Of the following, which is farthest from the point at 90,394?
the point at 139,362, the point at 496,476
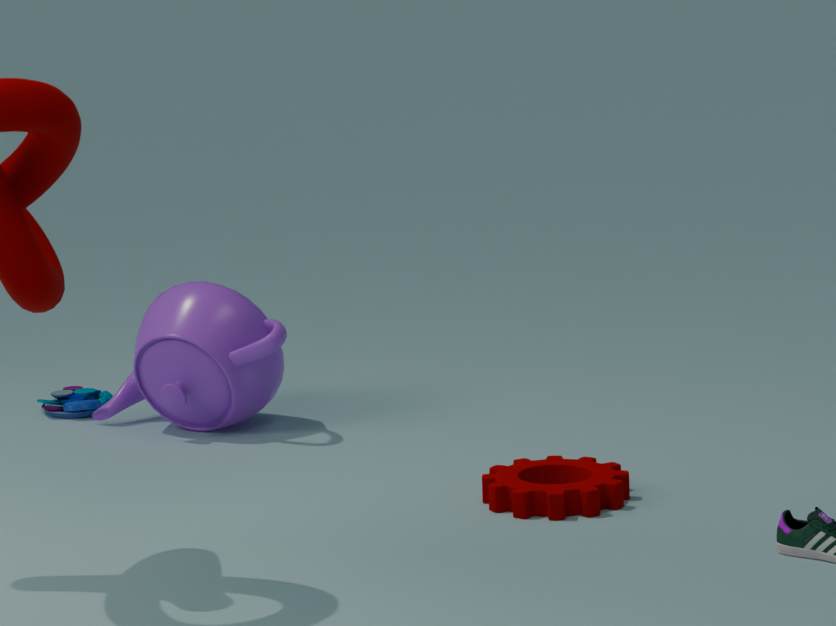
the point at 496,476
